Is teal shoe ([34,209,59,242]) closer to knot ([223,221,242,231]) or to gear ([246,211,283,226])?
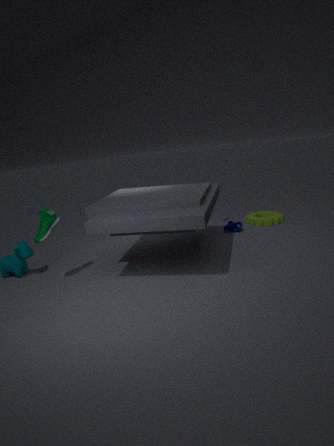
knot ([223,221,242,231])
